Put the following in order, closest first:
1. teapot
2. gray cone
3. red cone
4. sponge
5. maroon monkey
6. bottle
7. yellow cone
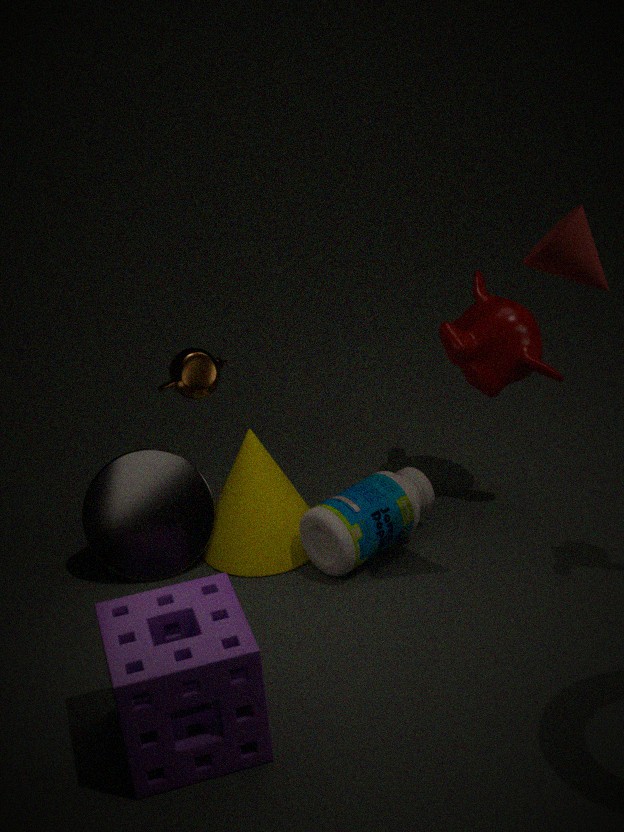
sponge
red cone
bottle
teapot
yellow cone
gray cone
maroon monkey
